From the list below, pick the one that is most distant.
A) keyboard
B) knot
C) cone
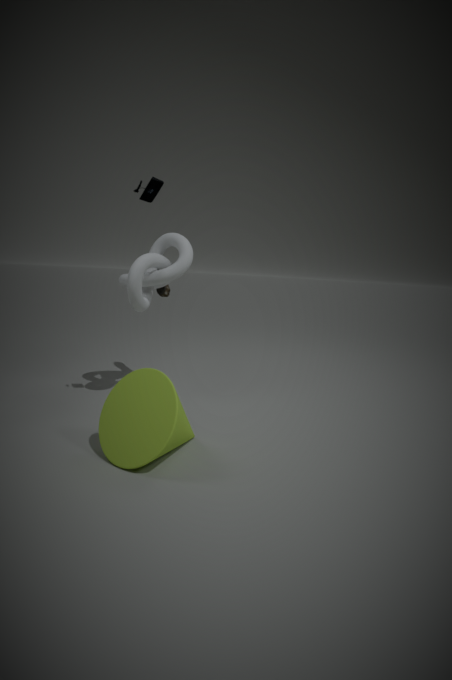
knot
